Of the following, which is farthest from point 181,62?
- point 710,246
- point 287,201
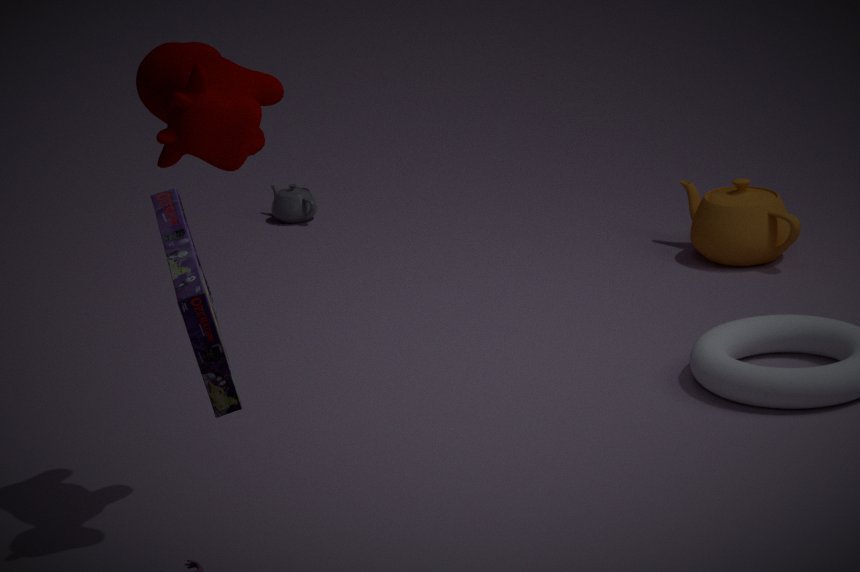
point 287,201
